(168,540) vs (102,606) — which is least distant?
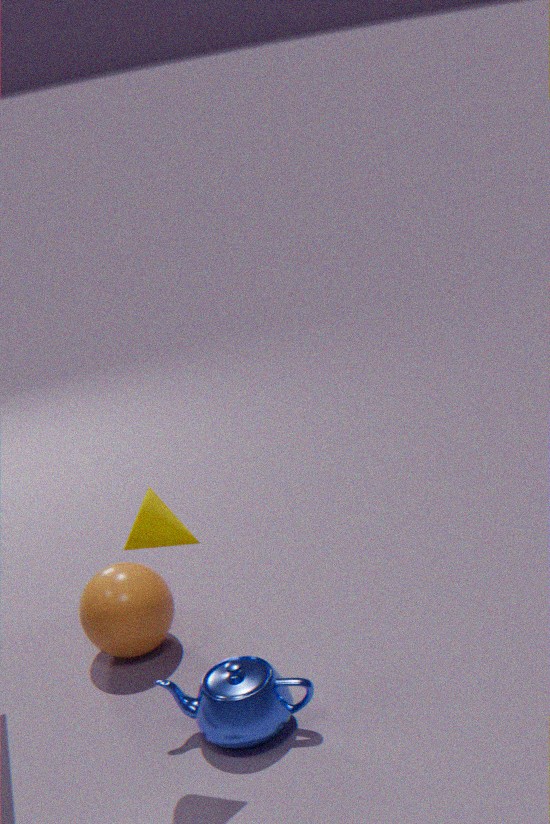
(168,540)
